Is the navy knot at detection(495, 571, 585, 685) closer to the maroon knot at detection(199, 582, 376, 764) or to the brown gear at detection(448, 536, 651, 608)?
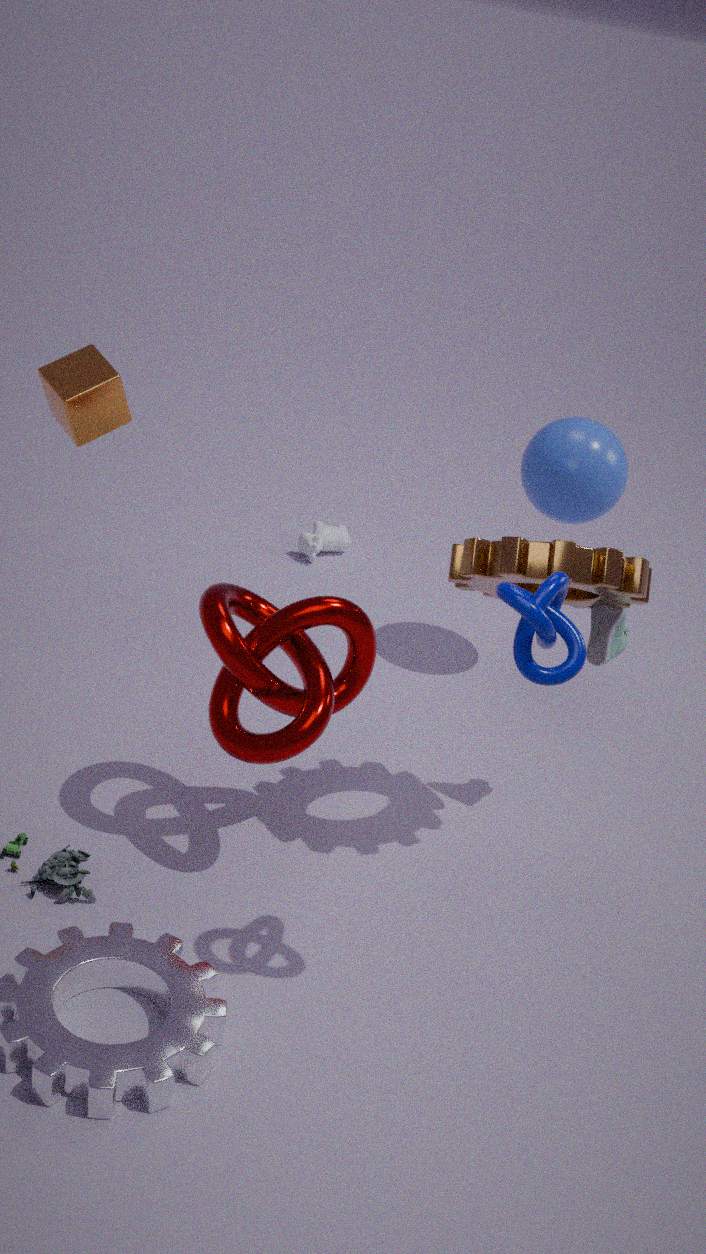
the brown gear at detection(448, 536, 651, 608)
